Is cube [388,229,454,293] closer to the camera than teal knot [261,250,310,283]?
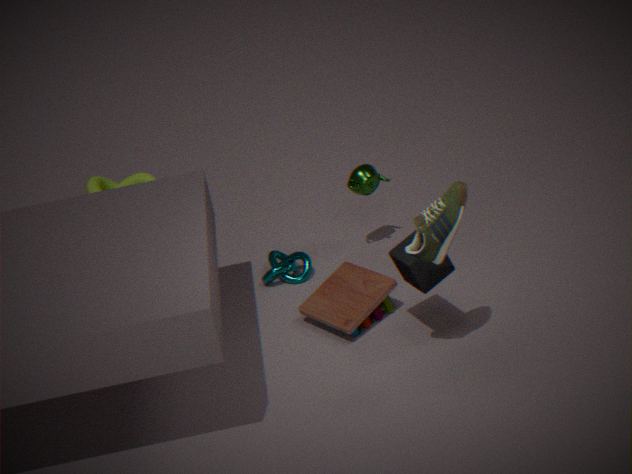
Yes
